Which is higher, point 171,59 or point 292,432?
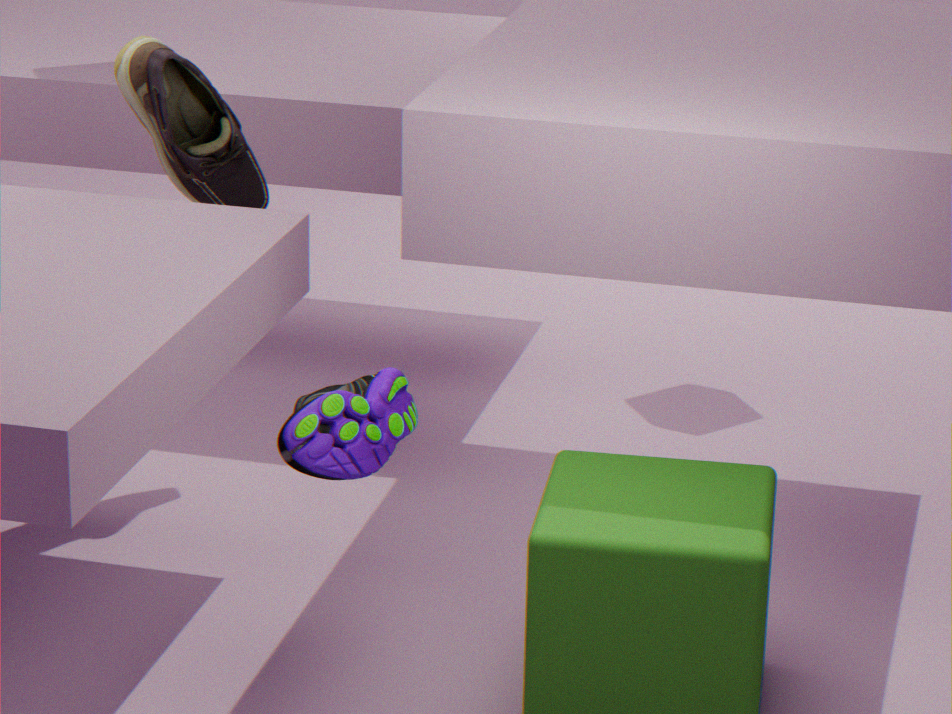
point 171,59
